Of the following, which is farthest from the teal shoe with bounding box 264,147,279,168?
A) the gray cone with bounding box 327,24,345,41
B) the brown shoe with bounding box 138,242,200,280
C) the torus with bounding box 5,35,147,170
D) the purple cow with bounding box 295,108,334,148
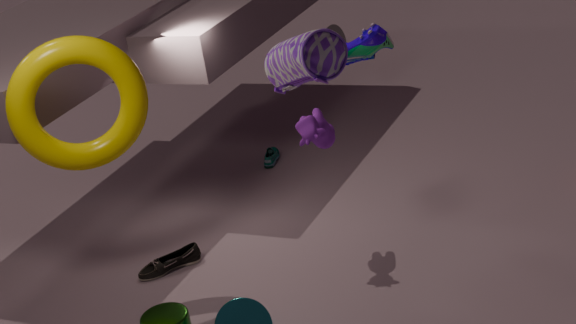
the torus with bounding box 5,35,147,170
